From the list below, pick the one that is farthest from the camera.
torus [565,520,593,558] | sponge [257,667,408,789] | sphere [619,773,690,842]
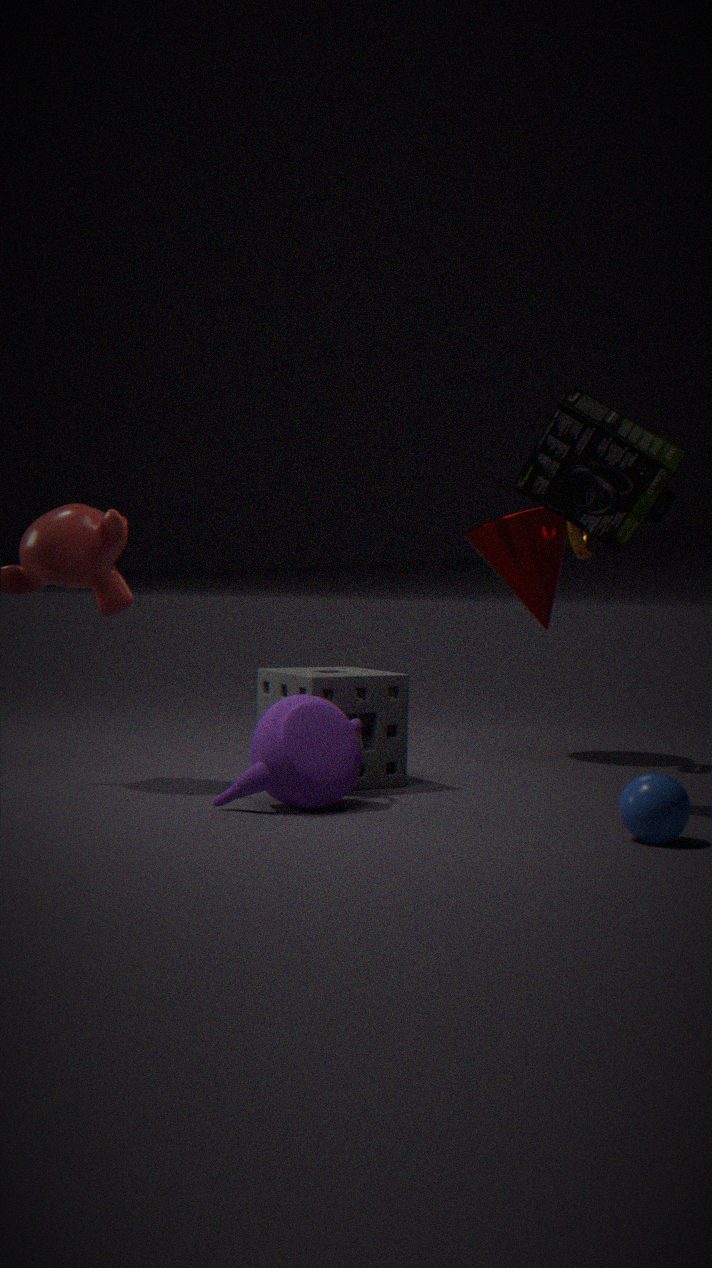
torus [565,520,593,558]
